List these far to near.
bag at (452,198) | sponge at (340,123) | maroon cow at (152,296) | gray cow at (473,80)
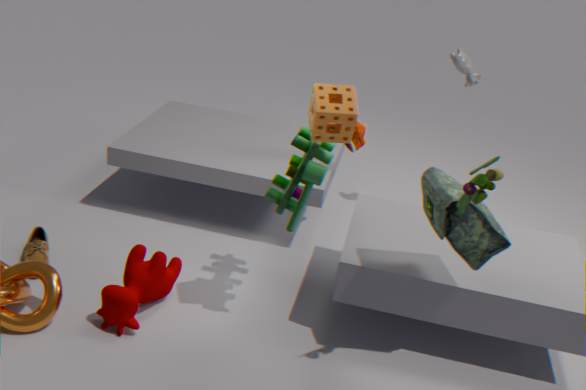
gray cow at (473,80), maroon cow at (152,296), bag at (452,198), sponge at (340,123)
